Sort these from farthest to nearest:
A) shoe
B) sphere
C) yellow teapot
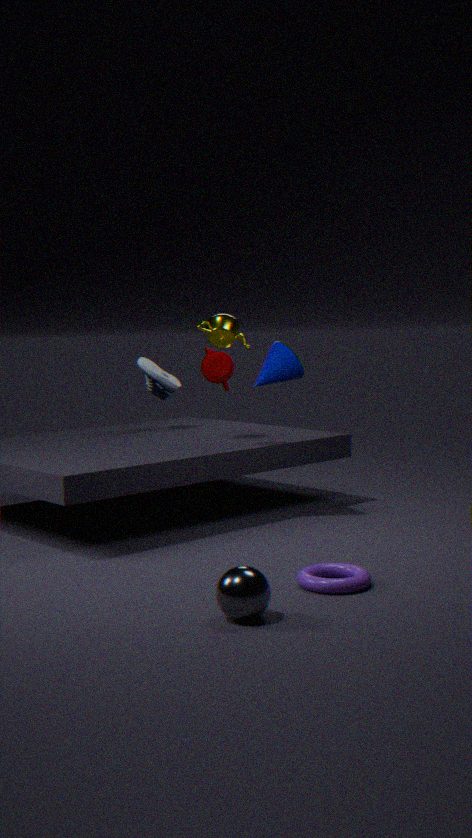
1. shoe
2. yellow teapot
3. sphere
